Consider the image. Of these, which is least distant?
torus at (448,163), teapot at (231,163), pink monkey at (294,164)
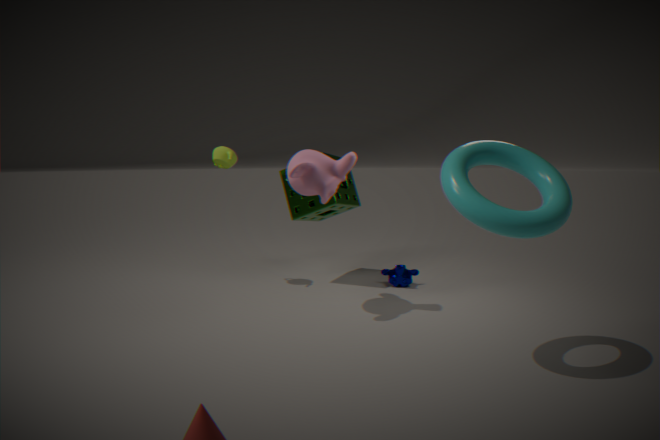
torus at (448,163)
